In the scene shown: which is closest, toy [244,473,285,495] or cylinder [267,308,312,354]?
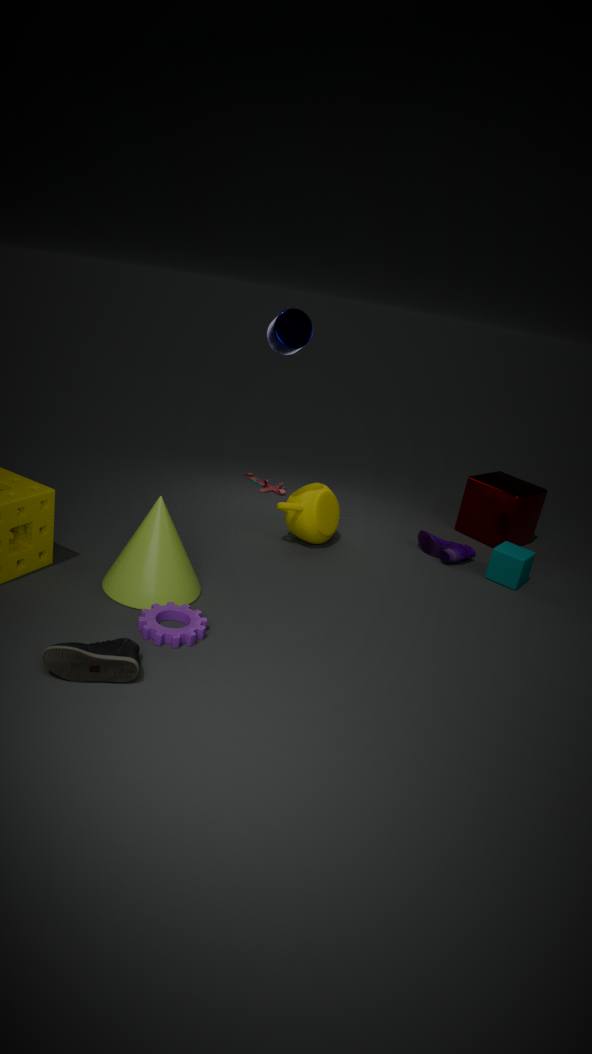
cylinder [267,308,312,354]
